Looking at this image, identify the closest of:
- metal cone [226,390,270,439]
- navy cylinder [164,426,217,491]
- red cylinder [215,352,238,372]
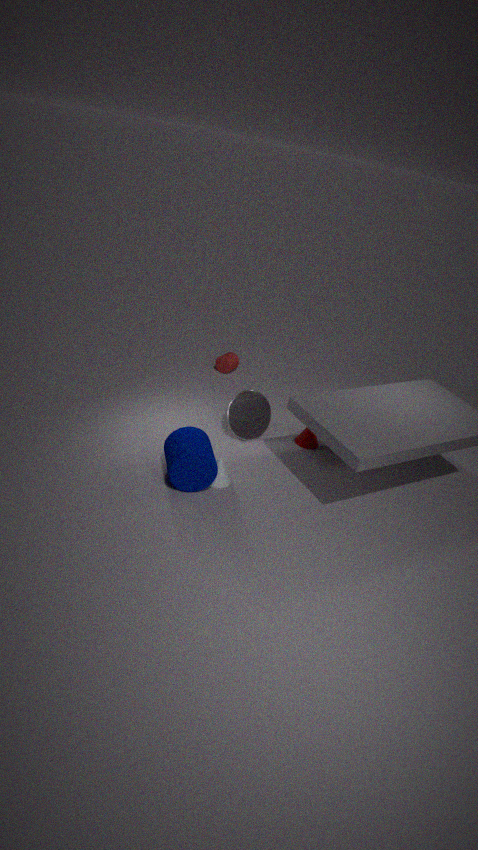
navy cylinder [164,426,217,491]
